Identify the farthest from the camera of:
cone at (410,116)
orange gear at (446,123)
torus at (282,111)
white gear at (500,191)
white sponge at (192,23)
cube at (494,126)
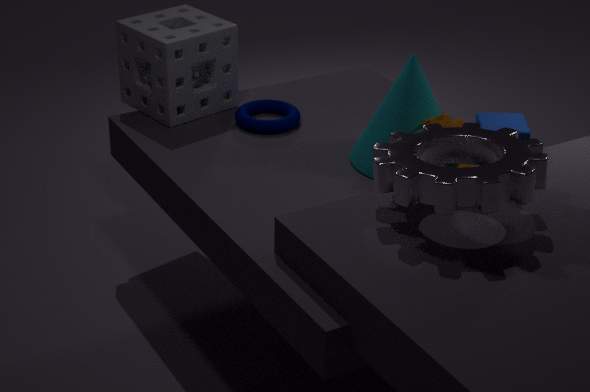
torus at (282,111)
